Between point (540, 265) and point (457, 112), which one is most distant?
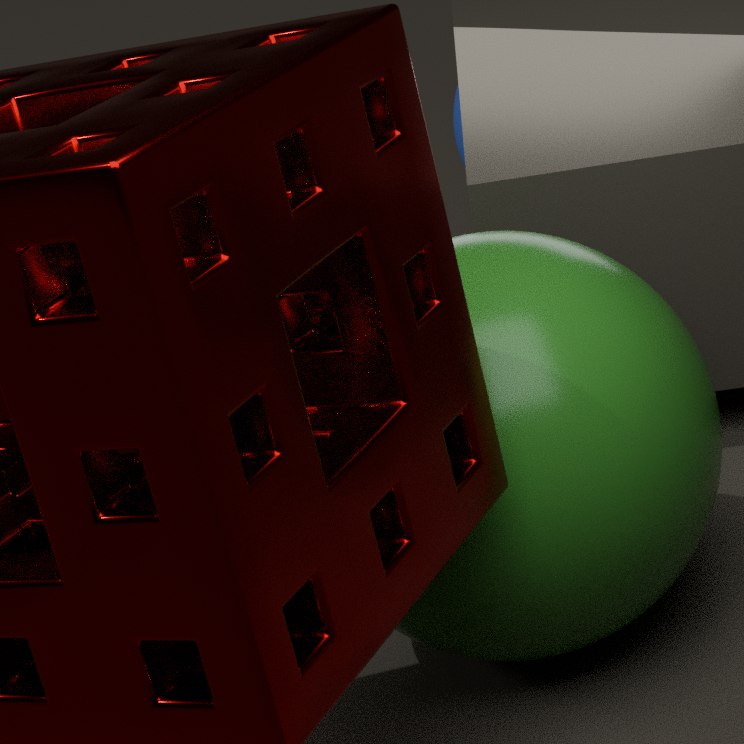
point (457, 112)
